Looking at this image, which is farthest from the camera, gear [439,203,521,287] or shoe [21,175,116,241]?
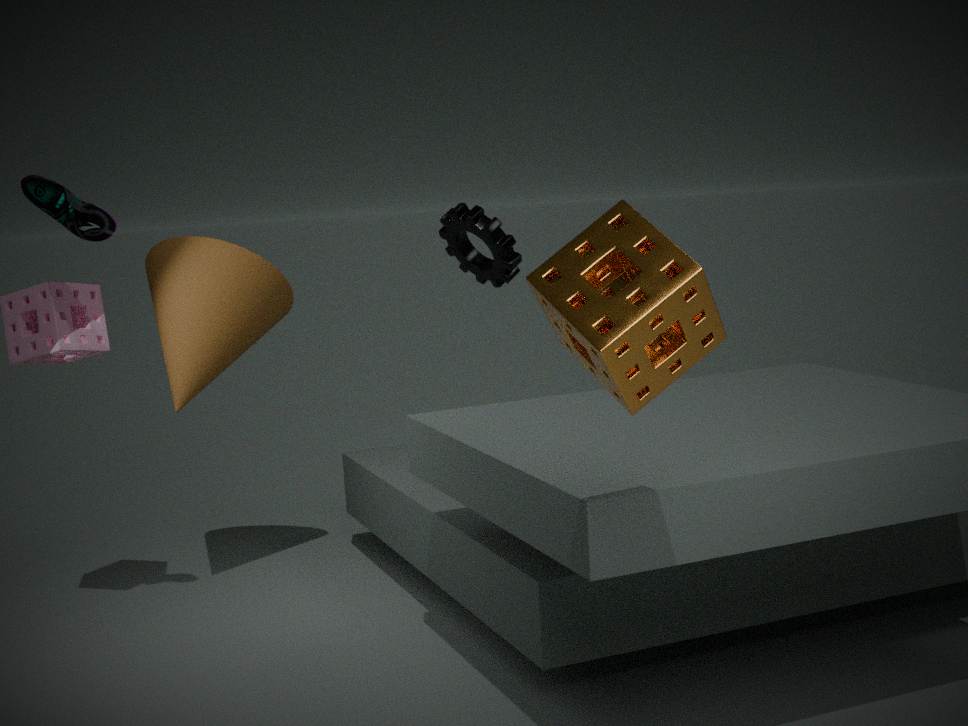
gear [439,203,521,287]
